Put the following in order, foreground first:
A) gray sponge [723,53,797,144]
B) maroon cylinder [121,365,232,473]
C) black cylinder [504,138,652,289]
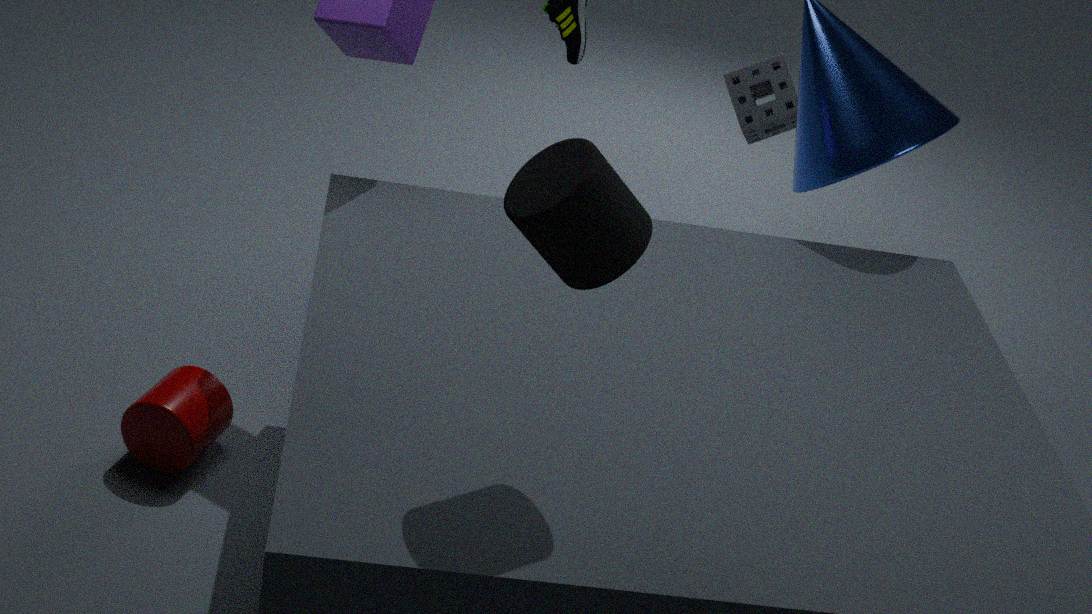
black cylinder [504,138,652,289], maroon cylinder [121,365,232,473], gray sponge [723,53,797,144]
